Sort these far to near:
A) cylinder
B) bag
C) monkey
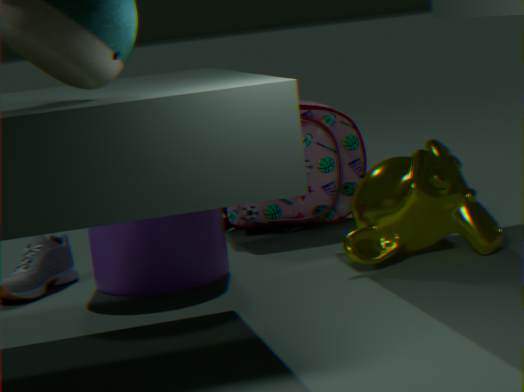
bag → cylinder → monkey
